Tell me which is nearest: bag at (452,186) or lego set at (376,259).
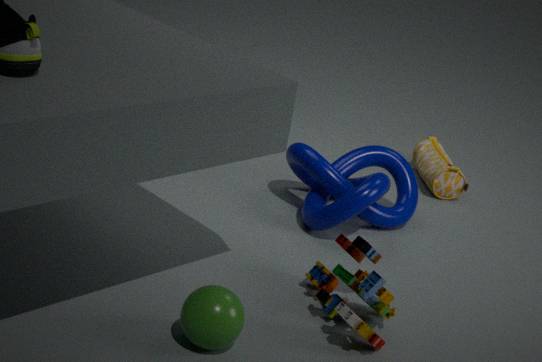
lego set at (376,259)
